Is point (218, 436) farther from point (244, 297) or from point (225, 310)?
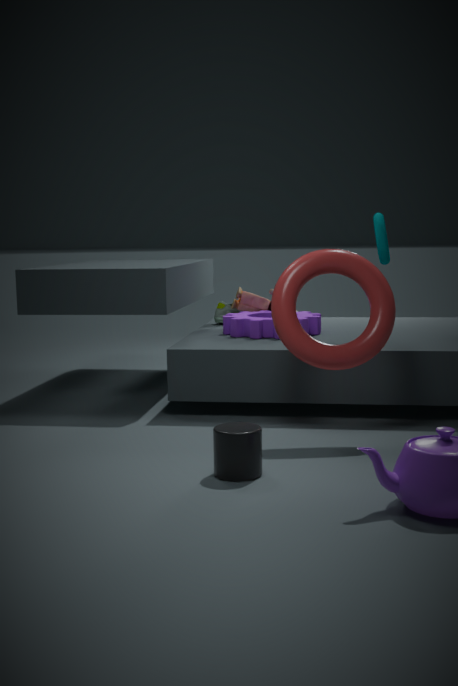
point (225, 310)
